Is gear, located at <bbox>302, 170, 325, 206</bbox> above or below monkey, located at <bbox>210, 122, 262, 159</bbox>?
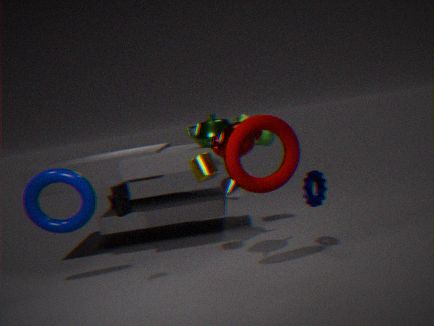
below
